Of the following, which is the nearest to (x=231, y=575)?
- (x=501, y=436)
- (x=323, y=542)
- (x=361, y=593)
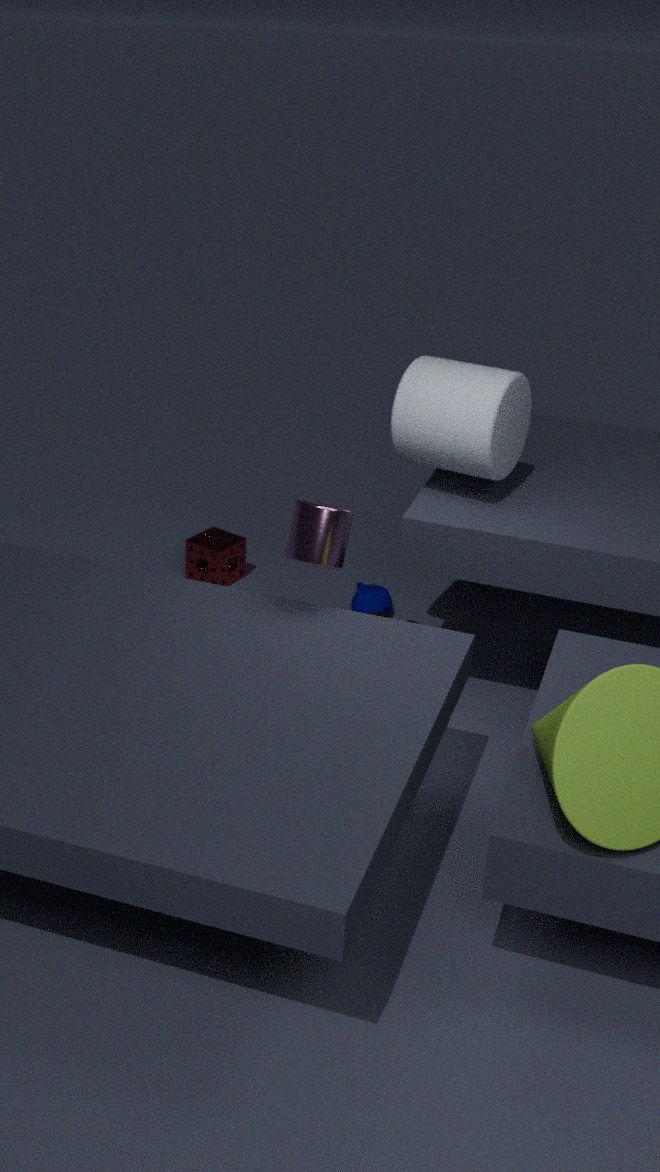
(x=361, y=593)
